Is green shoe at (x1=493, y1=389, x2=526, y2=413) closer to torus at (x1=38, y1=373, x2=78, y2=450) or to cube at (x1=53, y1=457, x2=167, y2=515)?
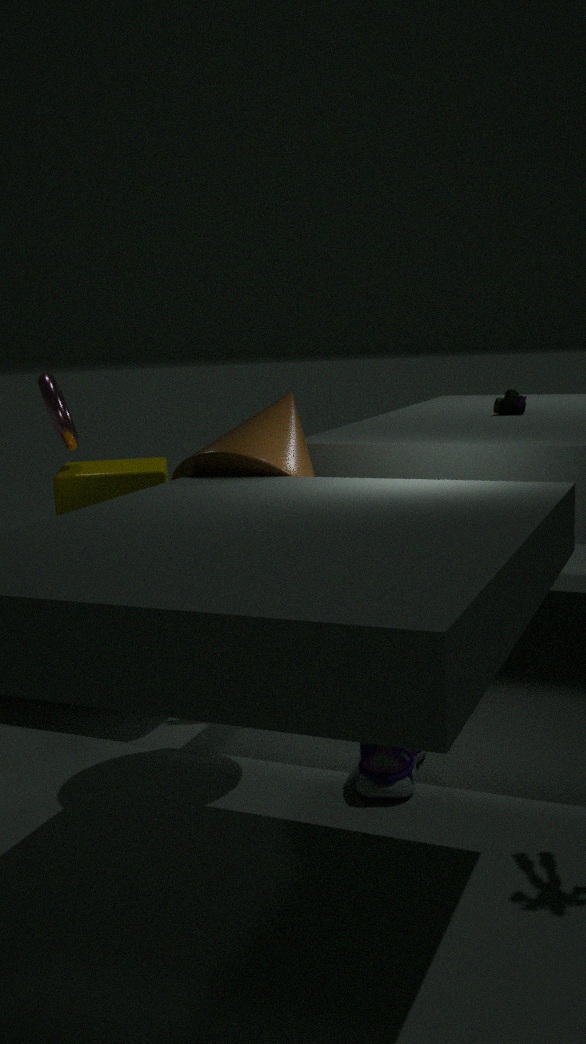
cube at (x1=53, y1=457, x2=167, y2=515)
